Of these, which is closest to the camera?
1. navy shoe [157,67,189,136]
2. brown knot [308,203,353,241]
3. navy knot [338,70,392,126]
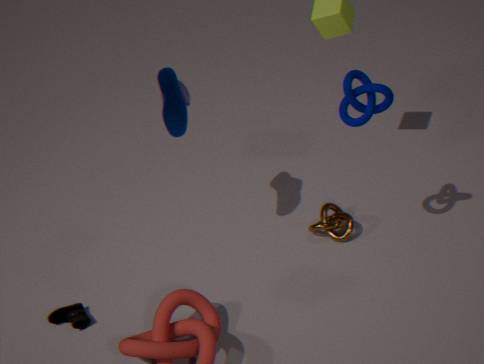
navy knot [338,70,392,126]
